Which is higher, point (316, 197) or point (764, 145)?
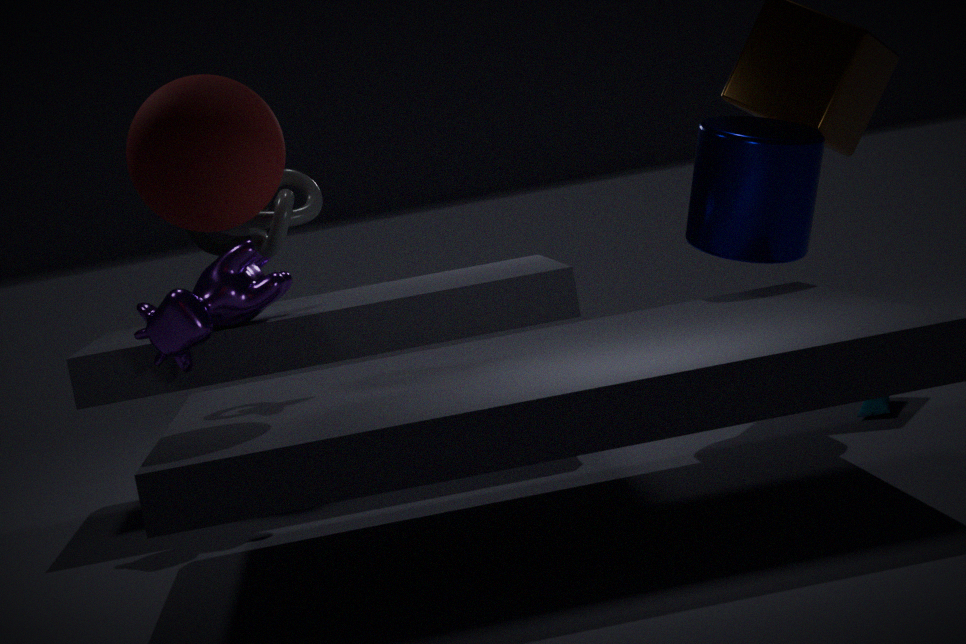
point (316, 197)
